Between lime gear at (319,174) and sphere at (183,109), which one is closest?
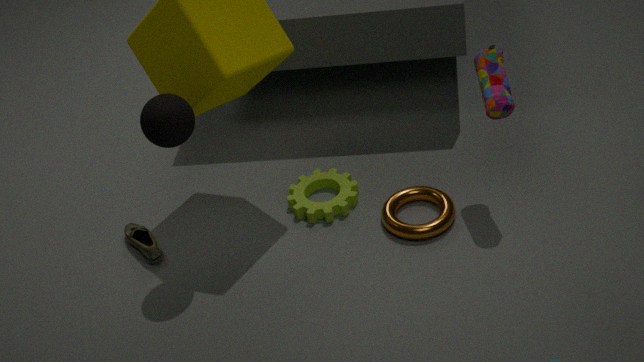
sphere at (183,109)
